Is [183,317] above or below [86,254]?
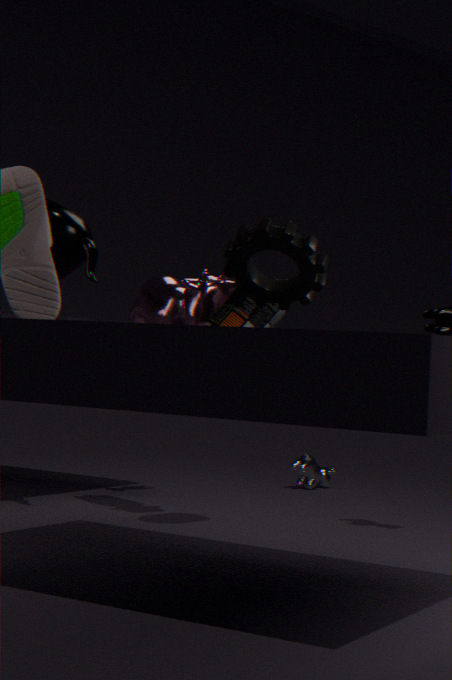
below
